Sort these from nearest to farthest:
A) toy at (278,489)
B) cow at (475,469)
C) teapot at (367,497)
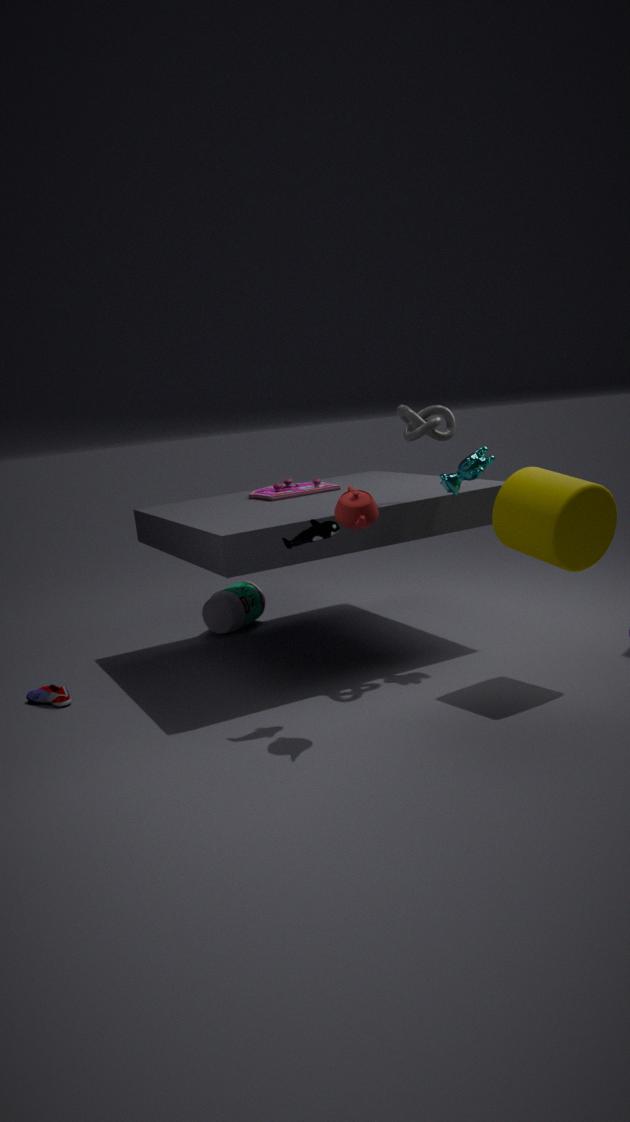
1. teapot at (367,497)
2. cow at (475,469)
3. toy at (278,489)
